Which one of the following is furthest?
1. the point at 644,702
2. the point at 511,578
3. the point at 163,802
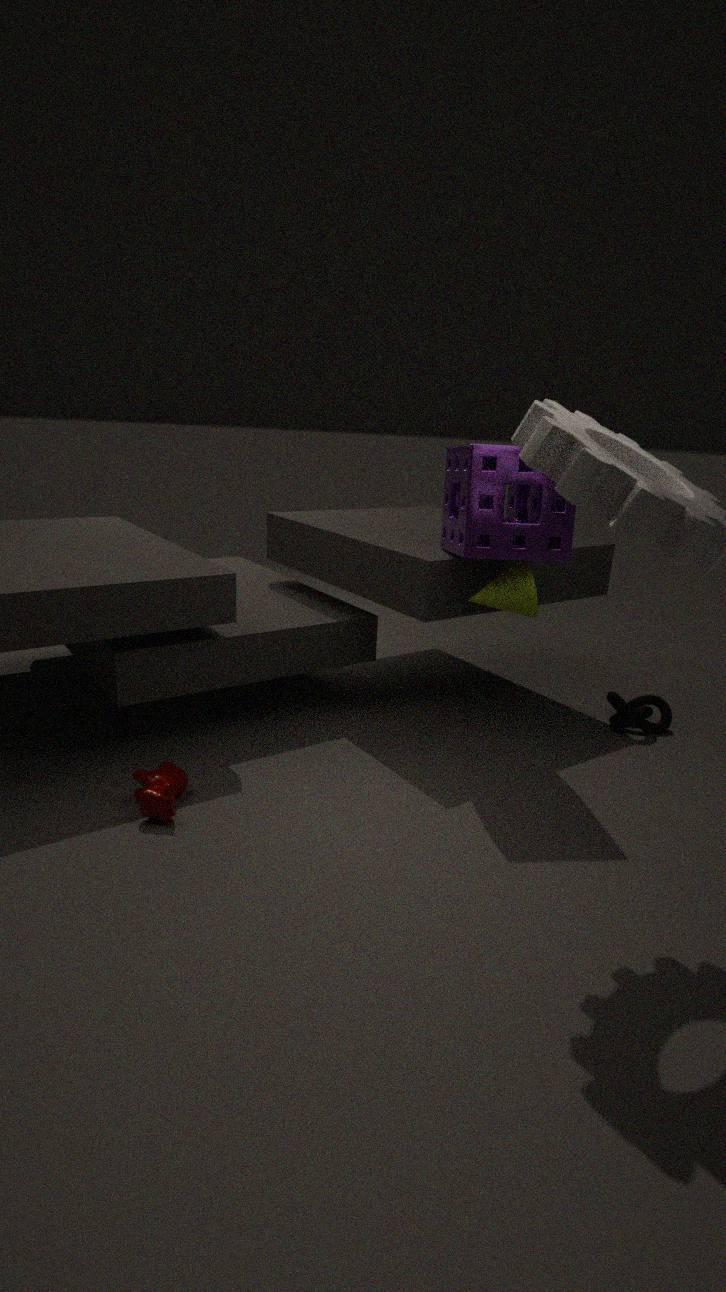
the point at 644,702
